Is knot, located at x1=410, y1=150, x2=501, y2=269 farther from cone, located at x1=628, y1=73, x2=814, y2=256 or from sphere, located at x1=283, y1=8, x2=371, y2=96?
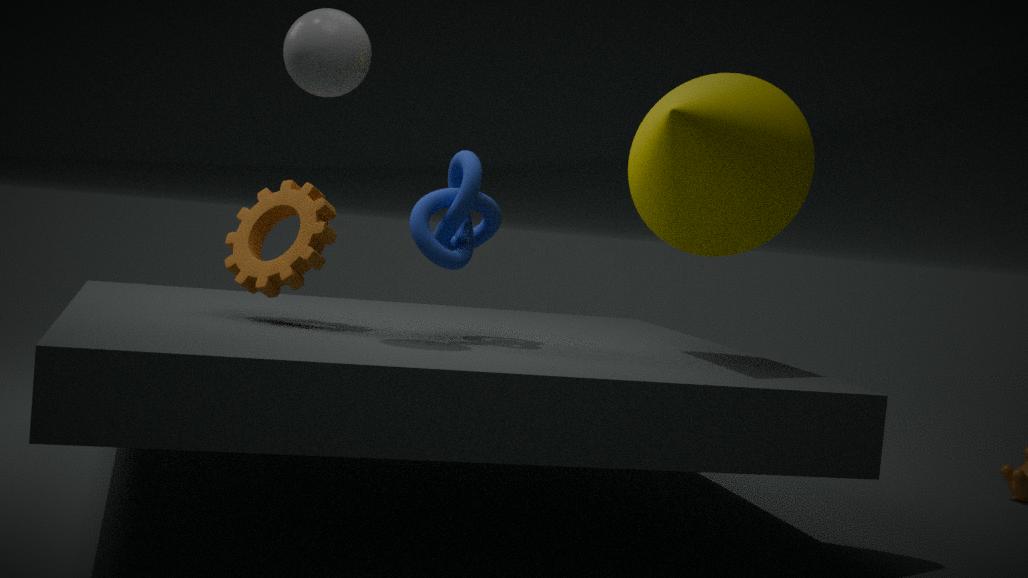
cone, located at x1=628, y1=73, x2=814, y2=256
